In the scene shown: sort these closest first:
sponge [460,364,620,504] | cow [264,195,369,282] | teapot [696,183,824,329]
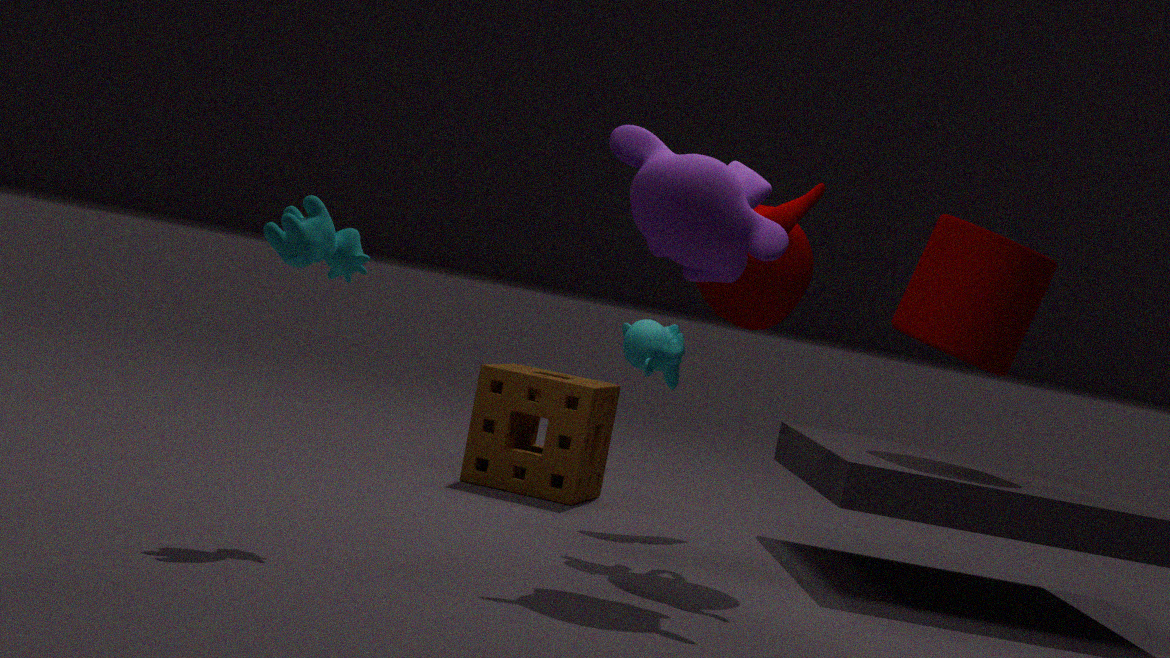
cow [264,195,369,282] < teapot [696,183,824,329] < sponge [460,364,620,504]
